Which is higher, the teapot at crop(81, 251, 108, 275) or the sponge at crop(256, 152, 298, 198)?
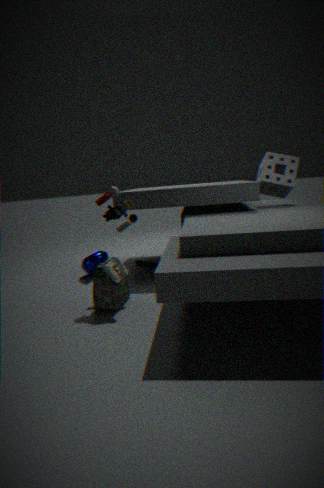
the sponge at crop(256, 152, 298, 198)
